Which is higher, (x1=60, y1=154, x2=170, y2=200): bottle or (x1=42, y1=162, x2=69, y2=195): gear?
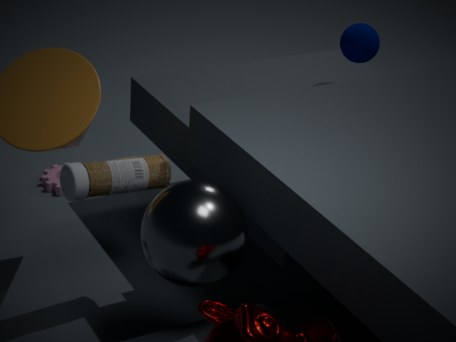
(x1=60, y1=154, x2=170, y2=200): bottle
